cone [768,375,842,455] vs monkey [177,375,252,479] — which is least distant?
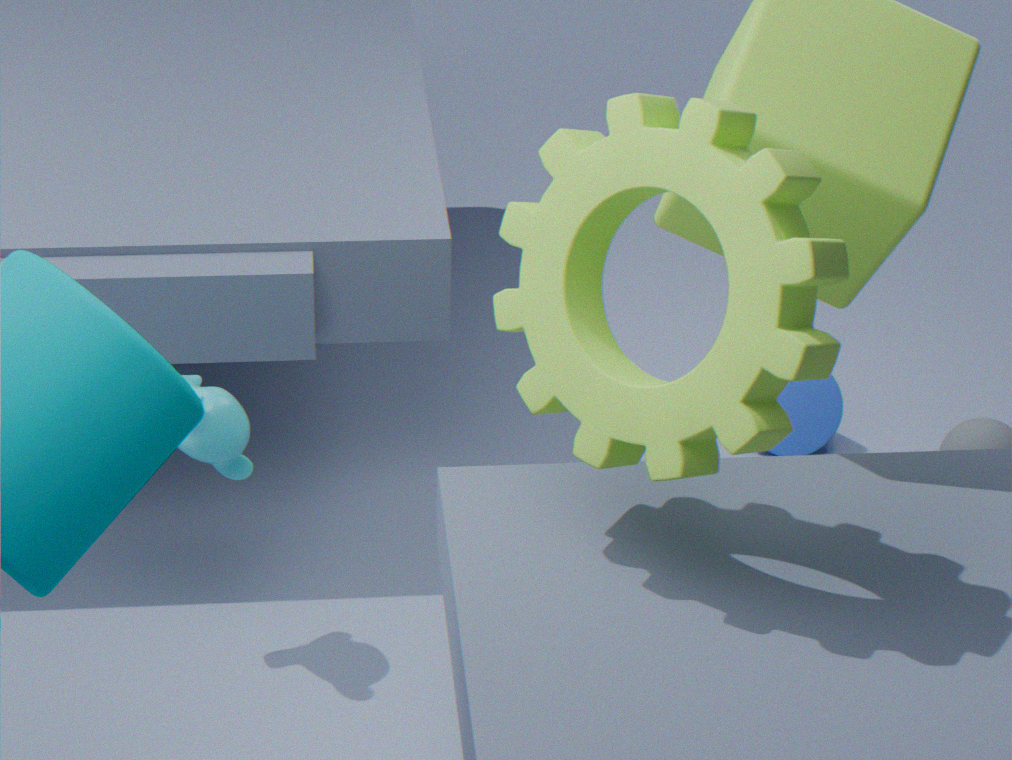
monkey [177,375,252,479]
